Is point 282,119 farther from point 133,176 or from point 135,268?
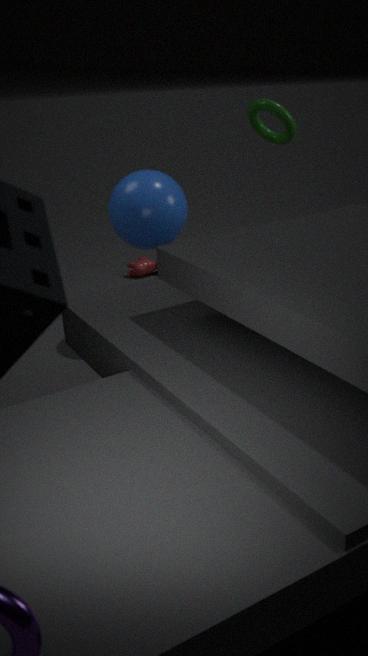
point 135,268
